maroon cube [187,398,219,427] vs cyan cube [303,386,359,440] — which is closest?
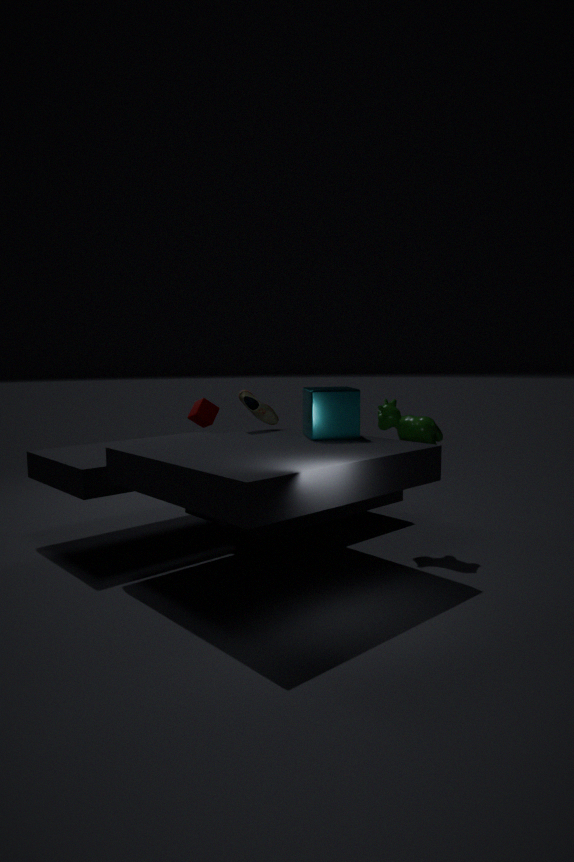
cyan cube [303,386,359,440]
